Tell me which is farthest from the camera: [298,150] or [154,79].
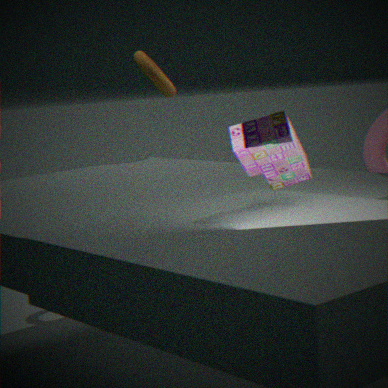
[154,79]
